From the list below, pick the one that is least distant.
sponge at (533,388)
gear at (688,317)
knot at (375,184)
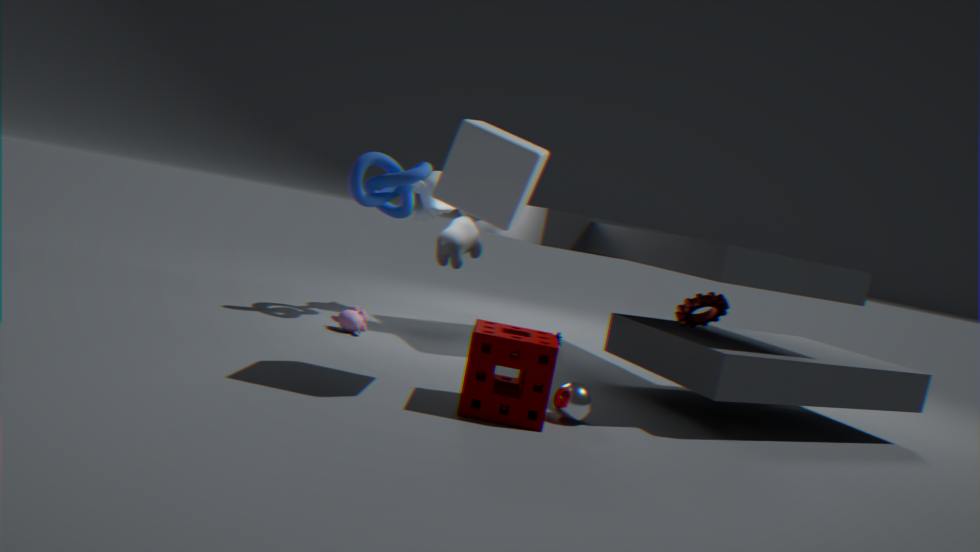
sponge at (533,388)
